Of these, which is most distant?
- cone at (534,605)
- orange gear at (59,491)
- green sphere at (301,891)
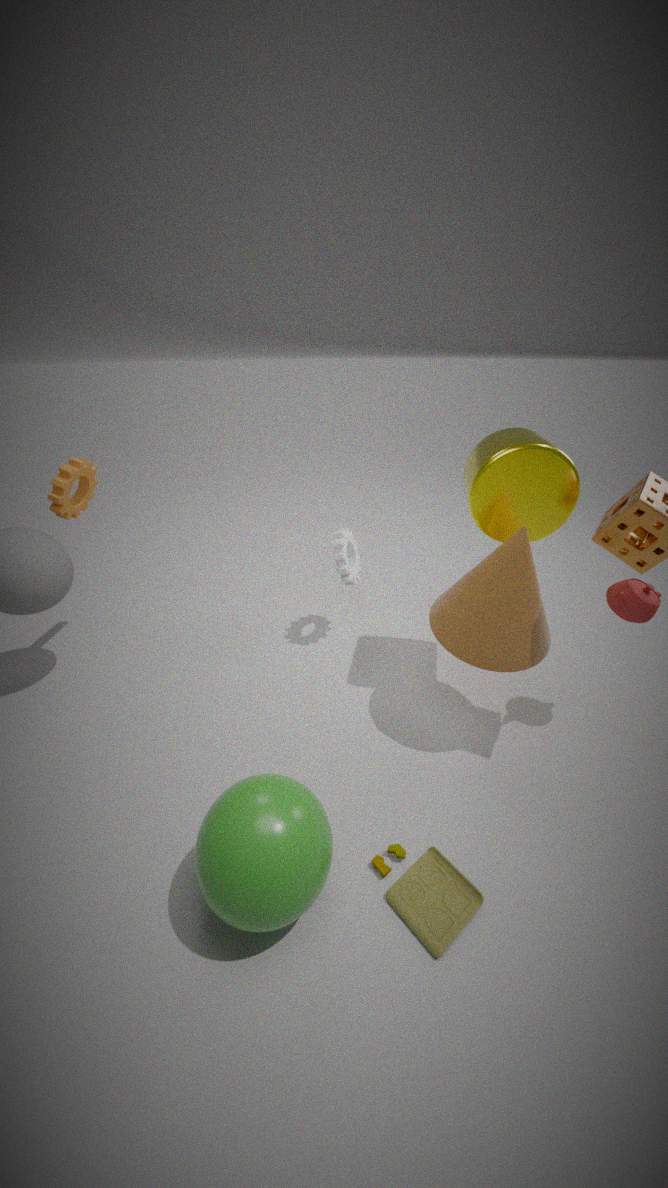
orange gear at (59,491)
